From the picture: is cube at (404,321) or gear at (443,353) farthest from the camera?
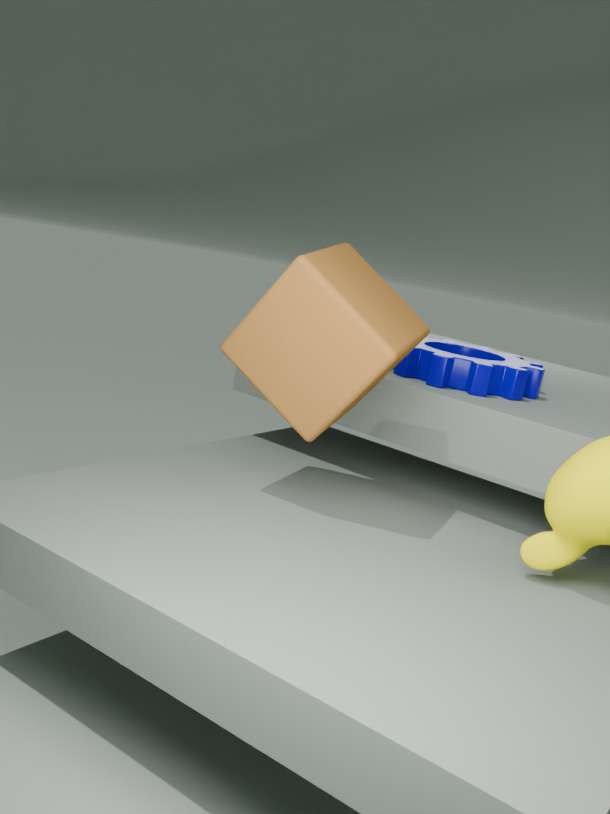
gear at (443,353)
